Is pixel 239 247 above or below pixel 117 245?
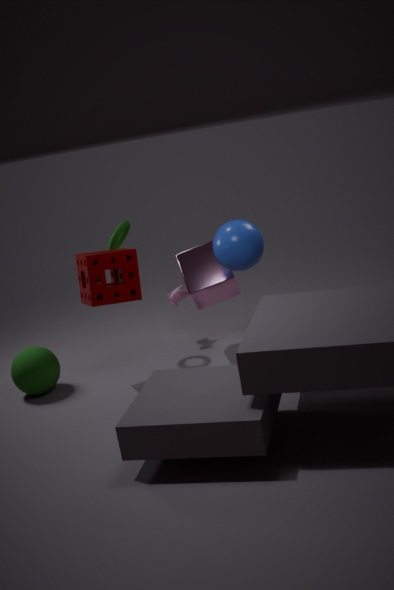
below
